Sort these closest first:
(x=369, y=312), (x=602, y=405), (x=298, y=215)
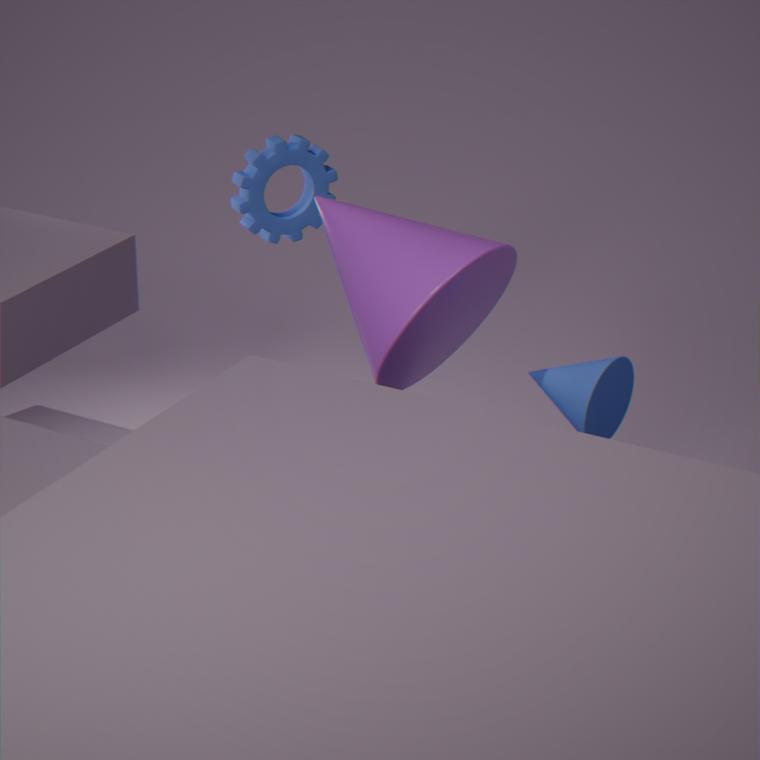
1. (x=369, y=312)
2. (x=602, y=405)
3. (x=298, y=215)
